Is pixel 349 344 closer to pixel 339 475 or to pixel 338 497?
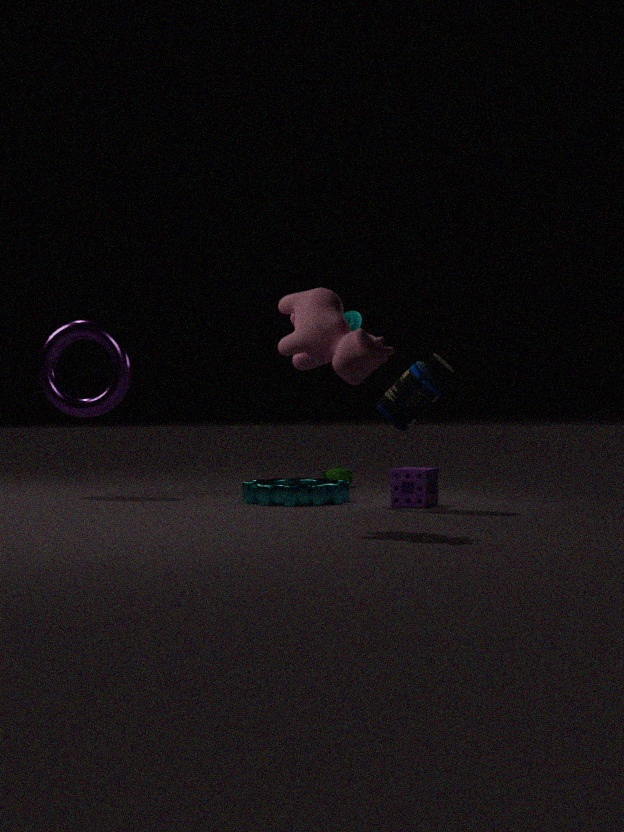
pixel 338 497
